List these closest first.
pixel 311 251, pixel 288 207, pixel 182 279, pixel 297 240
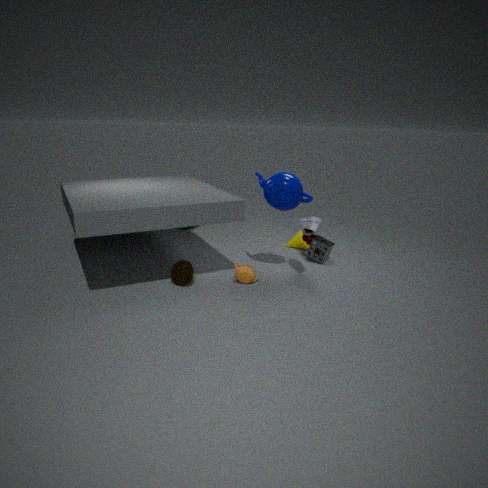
pixel 182 279 → pixel 288 207 → pixel 311 251 → pixel 297 240
